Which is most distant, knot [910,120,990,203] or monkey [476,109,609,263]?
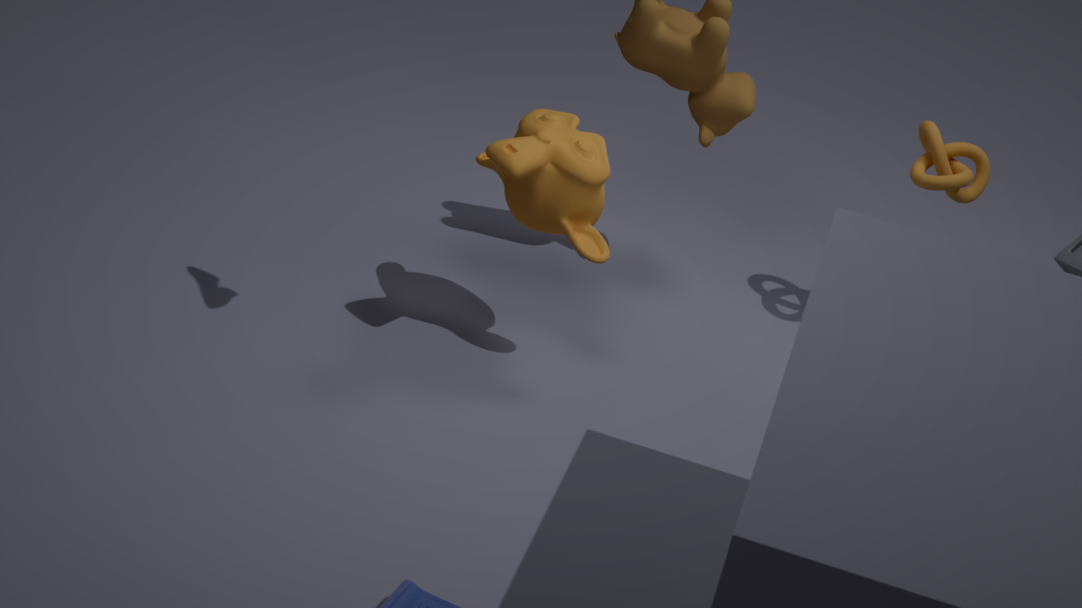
knot [910,120,990,203]
